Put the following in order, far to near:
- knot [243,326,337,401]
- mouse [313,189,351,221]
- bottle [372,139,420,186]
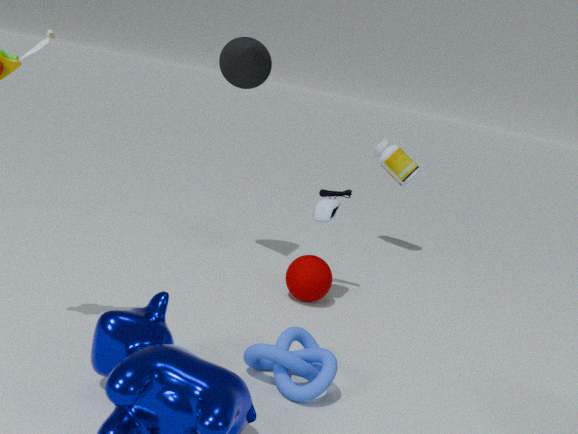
bottle [372,139,420,186] → mouse [313,189,351,221] → knot [243,326,337,401]
